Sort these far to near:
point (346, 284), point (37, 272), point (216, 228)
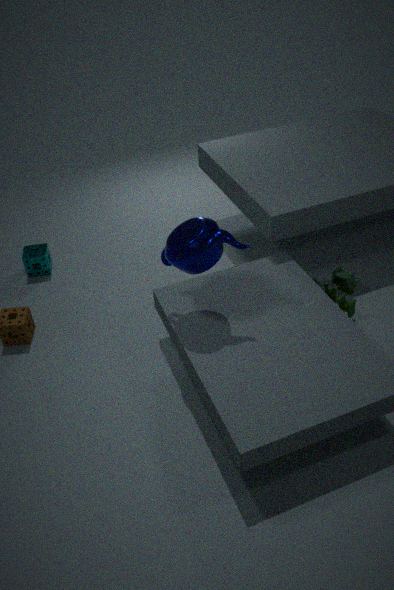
point (37, 272), point (346, 284), point (216, 228)
